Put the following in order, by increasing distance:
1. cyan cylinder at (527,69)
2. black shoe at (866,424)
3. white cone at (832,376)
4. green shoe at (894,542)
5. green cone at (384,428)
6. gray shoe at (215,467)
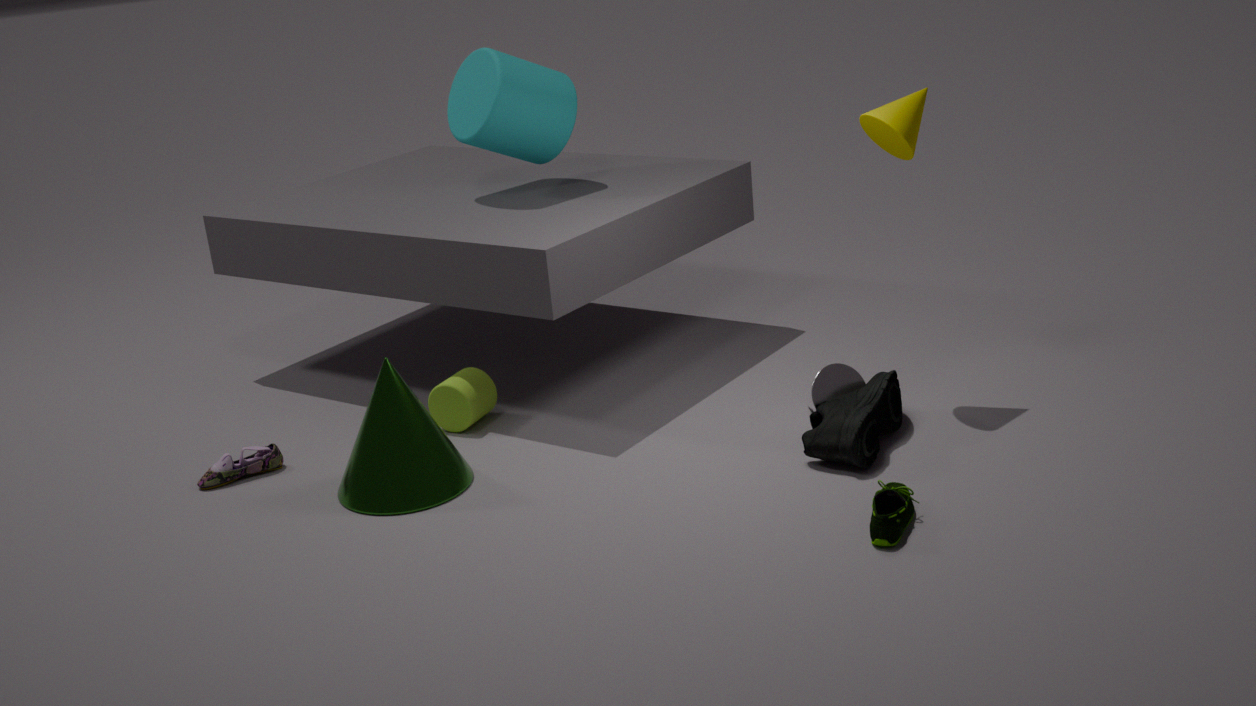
green shoe at (894,542) < black shoe at (866,424) < green cone at (384,428) < white cone at (832,376) < gray shoe at (215,467) < cyan cylinder at (527,69)
